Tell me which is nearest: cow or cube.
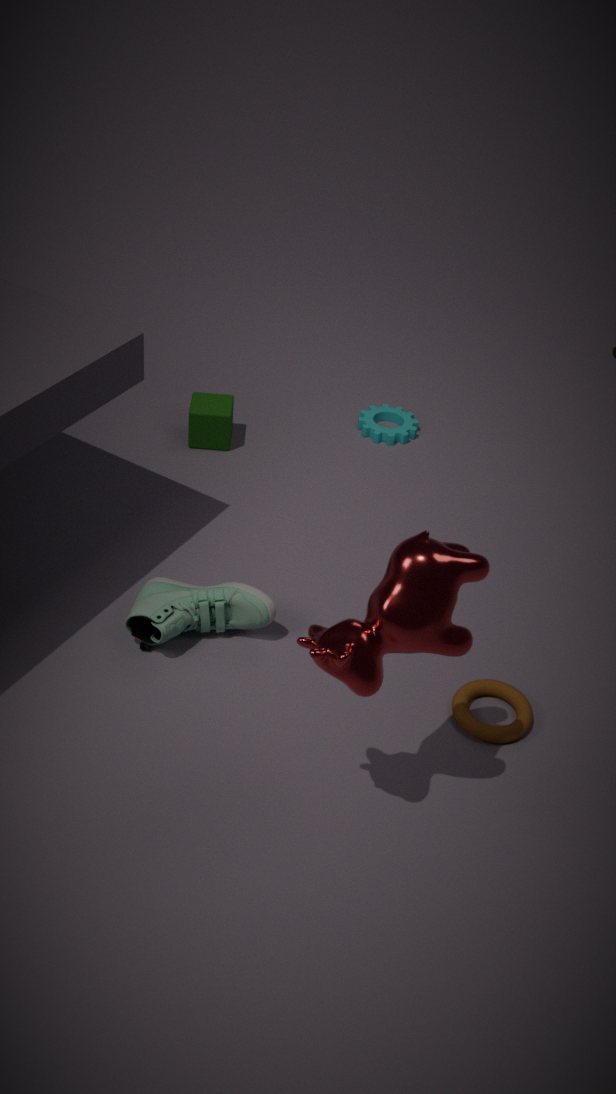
cow
